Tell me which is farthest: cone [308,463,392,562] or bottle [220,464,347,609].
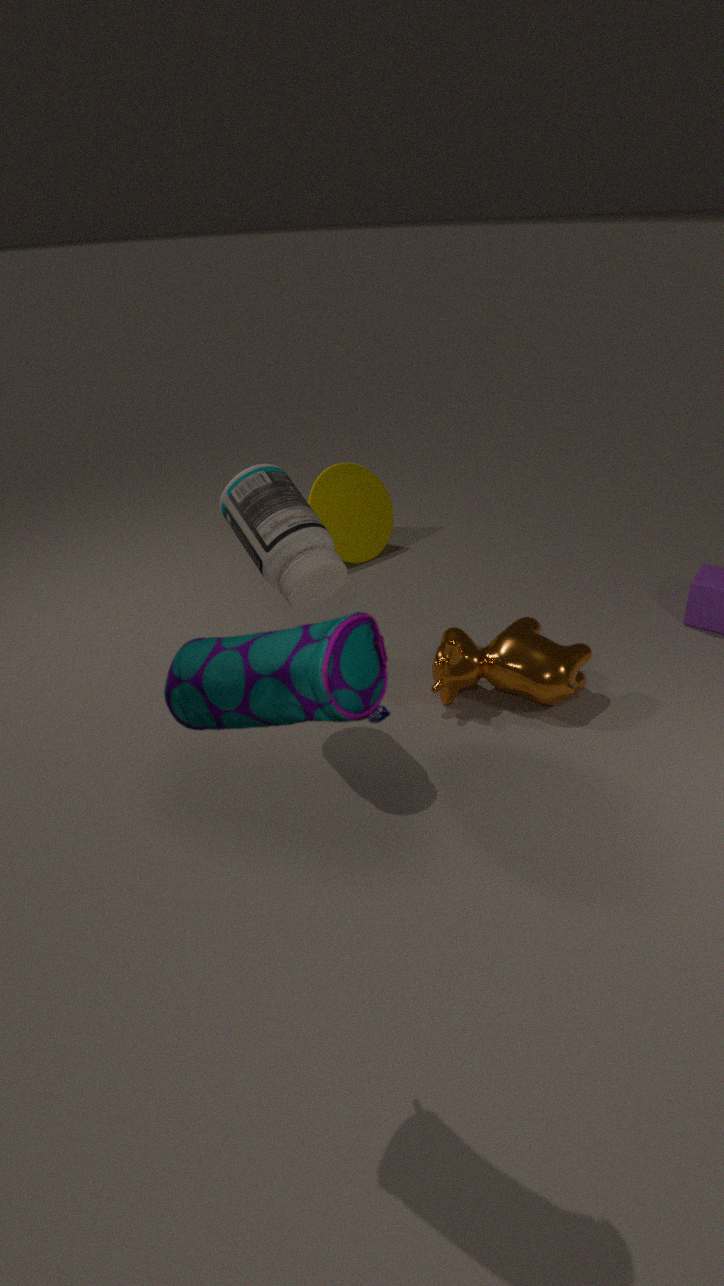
cone [308,463,392,562]
